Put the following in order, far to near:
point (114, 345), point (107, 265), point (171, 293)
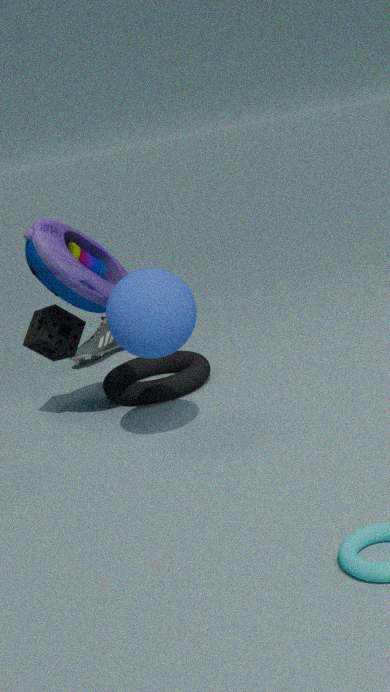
point (114, 345) → point (107, 265) → point (171, 293)
